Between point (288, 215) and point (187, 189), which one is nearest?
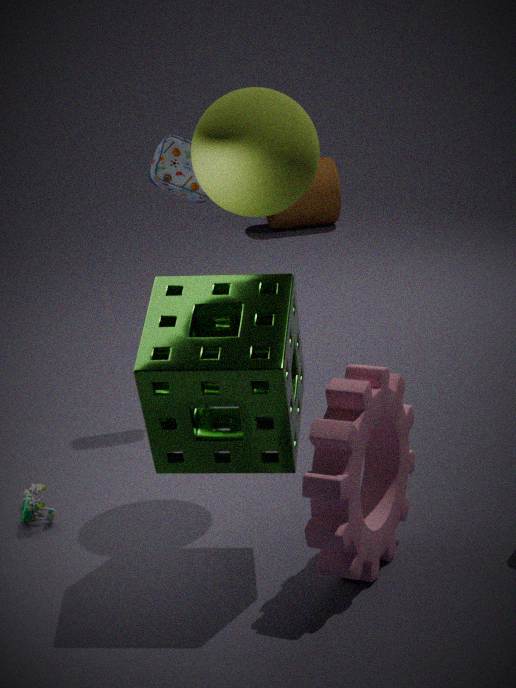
point (187, 189)
